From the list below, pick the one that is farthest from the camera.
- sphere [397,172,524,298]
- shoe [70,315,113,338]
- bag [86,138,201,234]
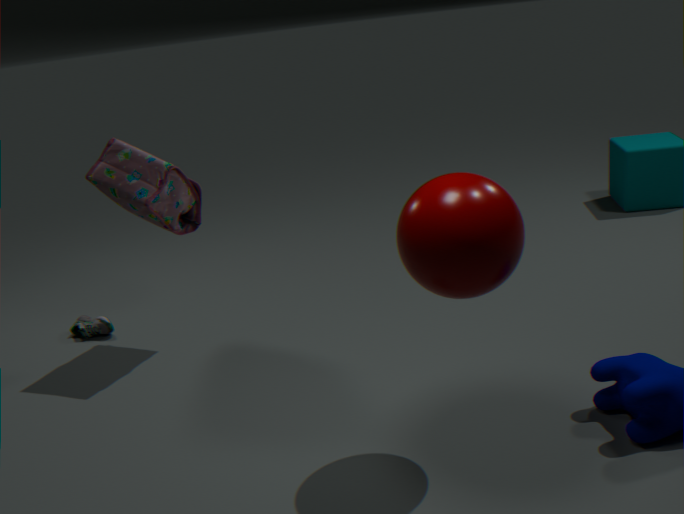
shoe [70,315,113,338]
